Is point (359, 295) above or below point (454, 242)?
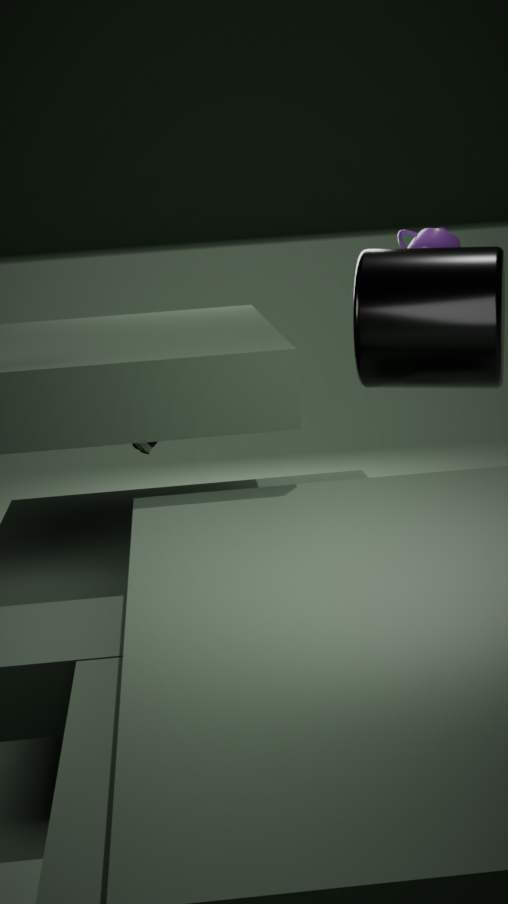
below
